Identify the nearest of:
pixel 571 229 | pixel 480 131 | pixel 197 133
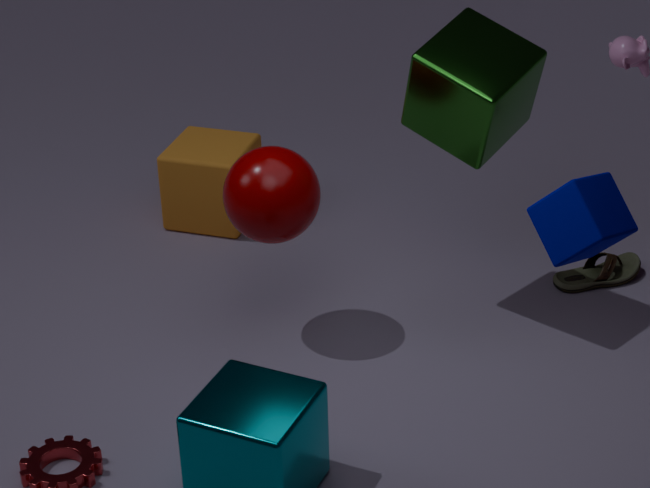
pixel 571 229
